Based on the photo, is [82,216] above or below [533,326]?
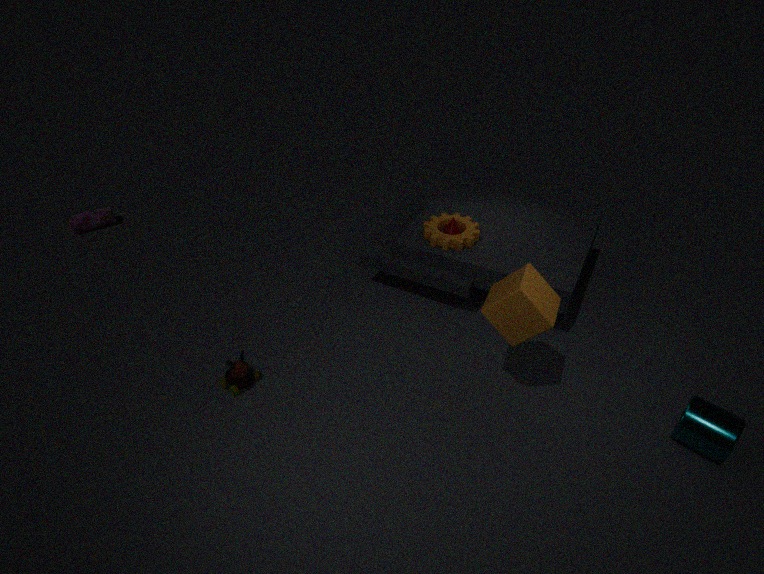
below
